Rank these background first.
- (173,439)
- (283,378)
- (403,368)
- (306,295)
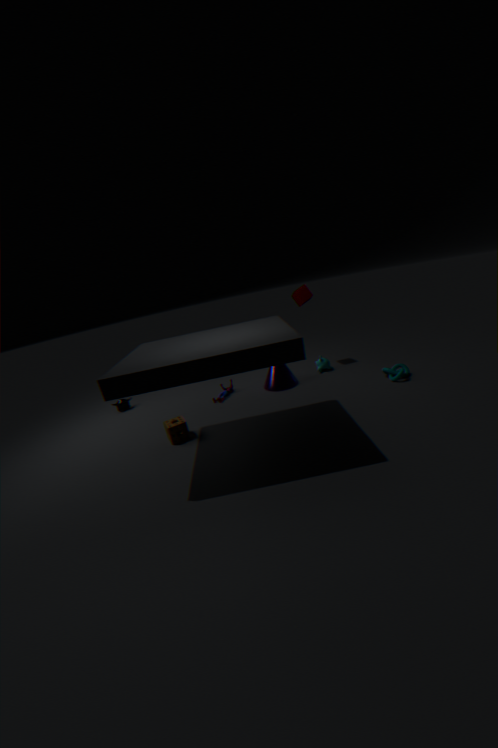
(306,295) → (283,378) → (403,368) → (173,439)
